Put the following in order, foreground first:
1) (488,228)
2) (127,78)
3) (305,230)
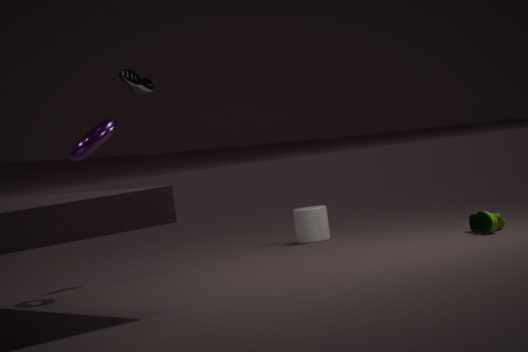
1. 1. (488,228)
2. 2. (127,78)
3. 3. (305,230)
